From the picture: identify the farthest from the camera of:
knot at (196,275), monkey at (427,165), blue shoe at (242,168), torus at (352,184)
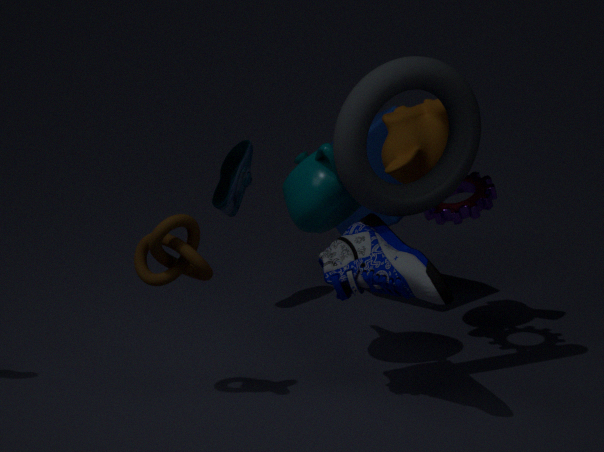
blue shoe at (242,168)
